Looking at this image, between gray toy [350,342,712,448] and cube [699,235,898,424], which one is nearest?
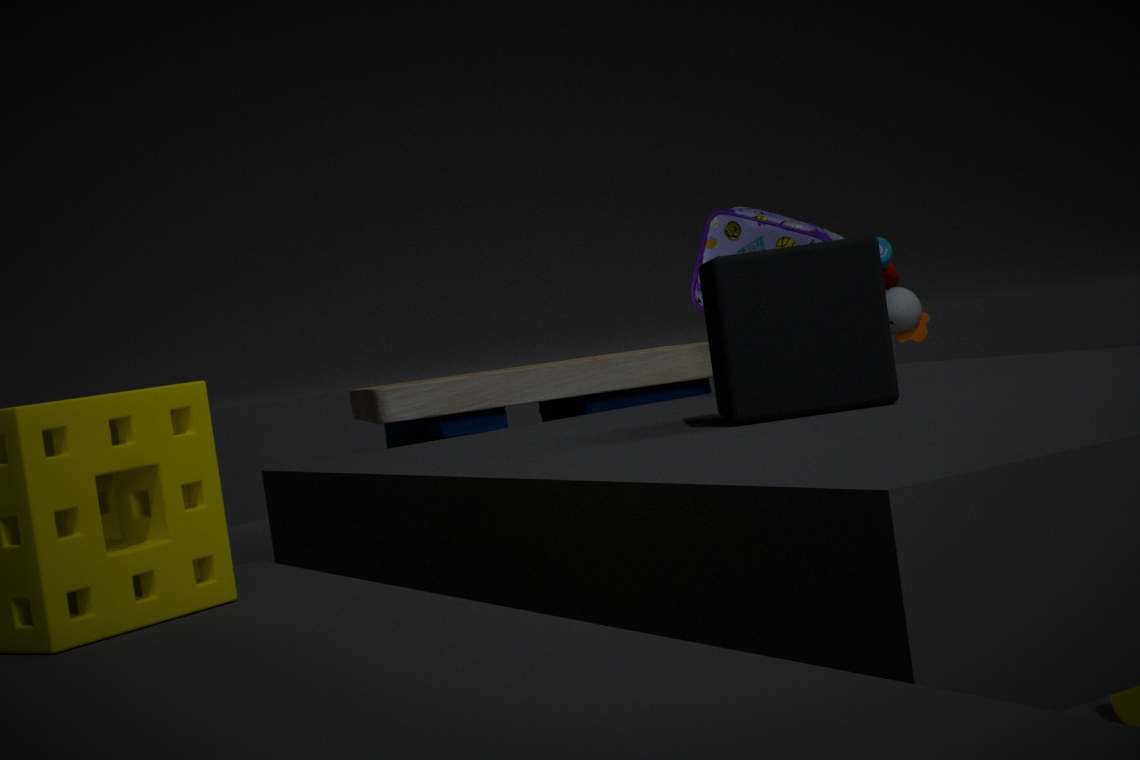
cube [699,235,898,424]
